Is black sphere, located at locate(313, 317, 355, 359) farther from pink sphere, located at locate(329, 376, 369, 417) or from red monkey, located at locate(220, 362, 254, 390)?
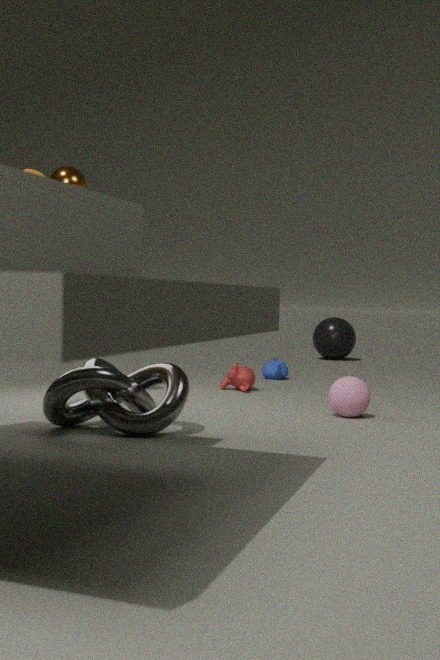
pink sphere, located at locate(329, 376, 369, 417)
